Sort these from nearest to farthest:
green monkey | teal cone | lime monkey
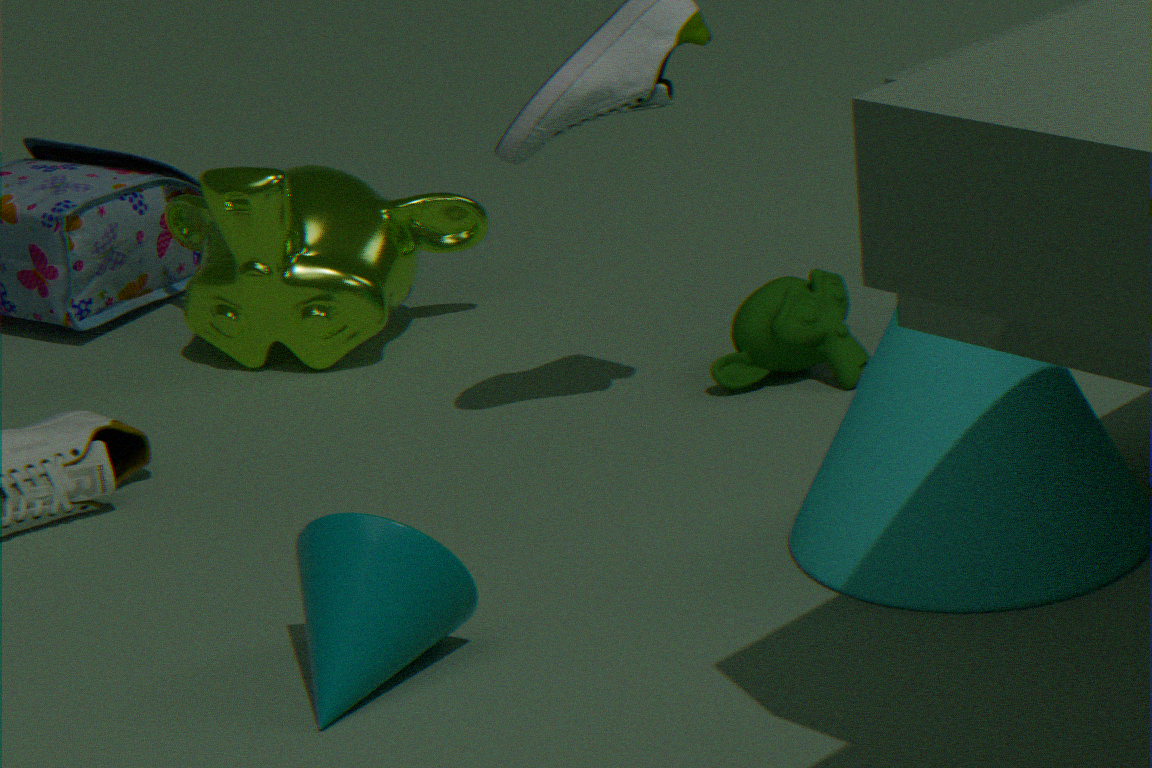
1. teal cone
2. green monkey
3. lime monkey
